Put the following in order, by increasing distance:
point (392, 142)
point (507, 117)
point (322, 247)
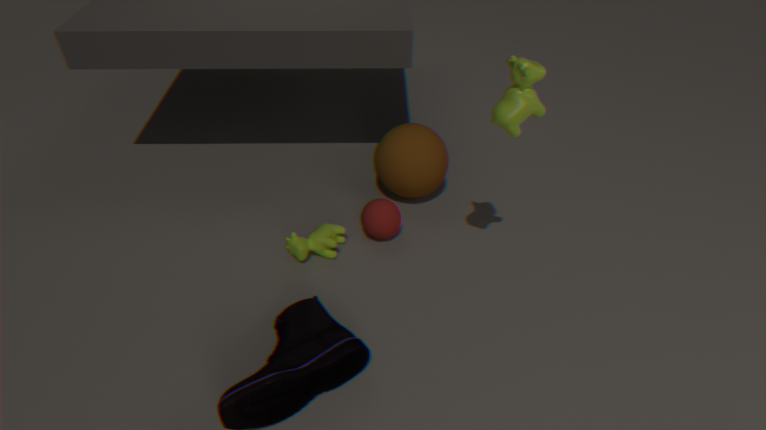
point (507, 117)
point (322, 247)
point (392, 142)
